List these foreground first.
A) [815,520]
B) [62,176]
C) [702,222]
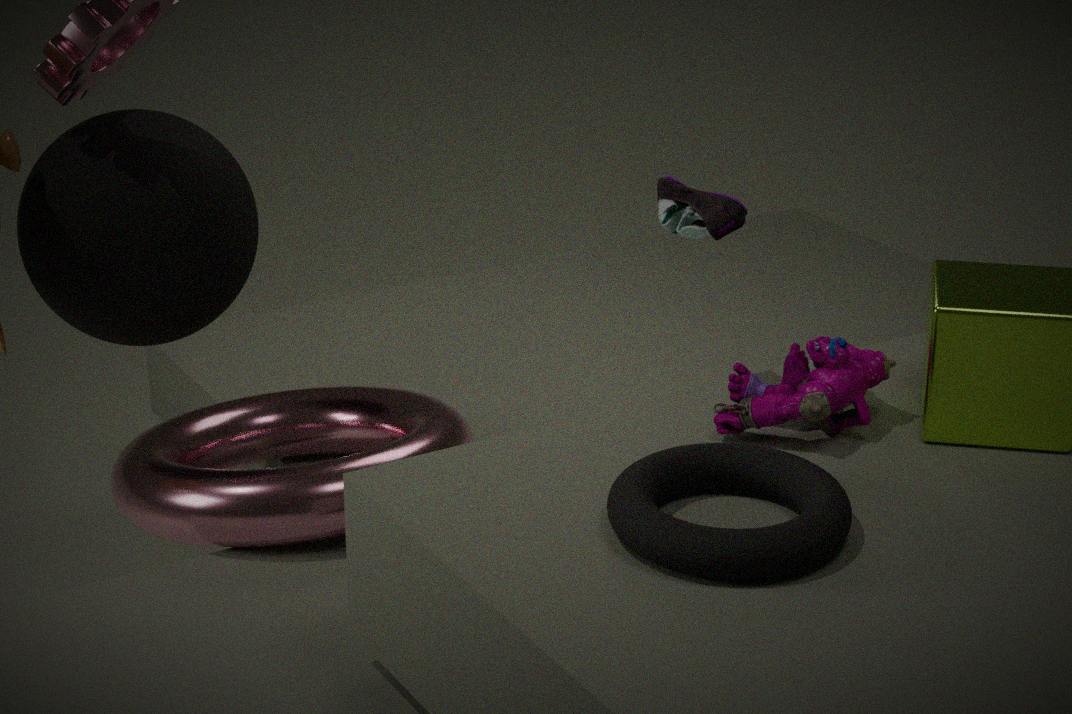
[815,520] < [702,222] < [62,176]
